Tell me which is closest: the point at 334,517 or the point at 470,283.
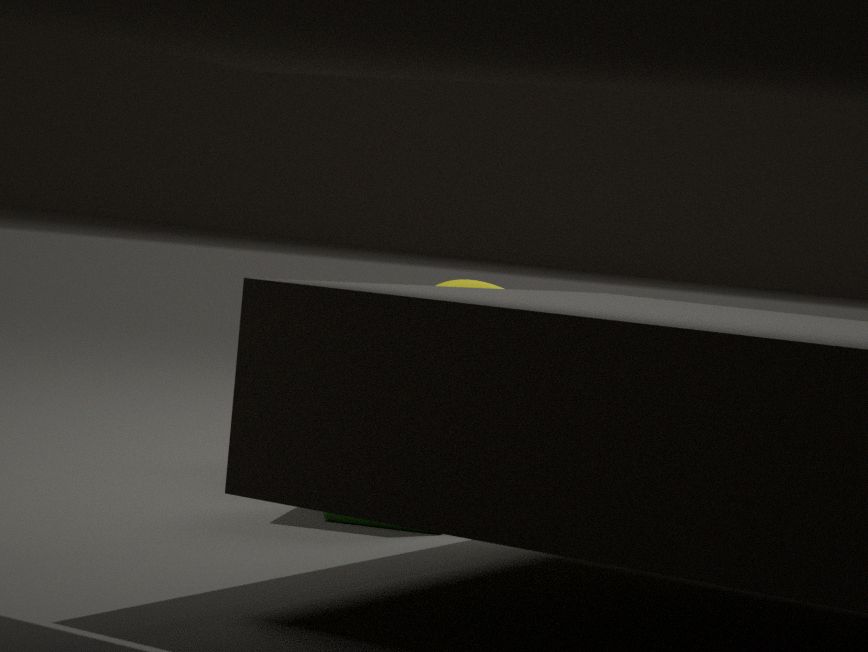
the point at 334,517
